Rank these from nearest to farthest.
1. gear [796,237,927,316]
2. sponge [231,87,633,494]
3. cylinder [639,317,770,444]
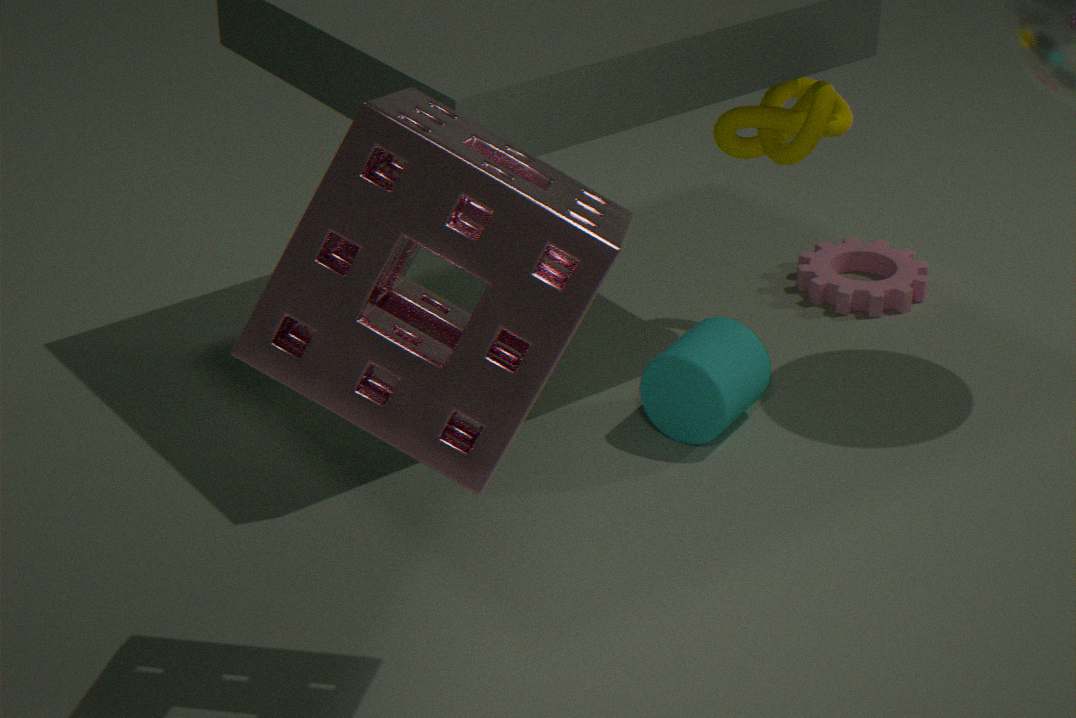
sponge [231,87,633,494]
cylinder [639,317,770,444]
gear [796,237,927,316]
